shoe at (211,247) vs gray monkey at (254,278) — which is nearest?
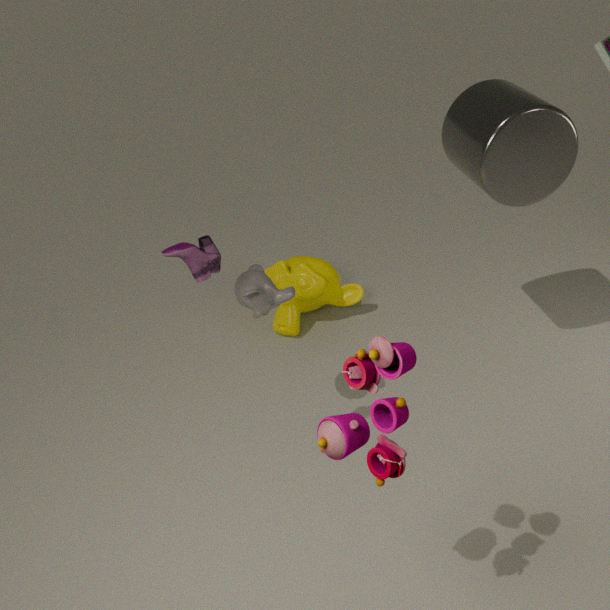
shoe at (211,247)
